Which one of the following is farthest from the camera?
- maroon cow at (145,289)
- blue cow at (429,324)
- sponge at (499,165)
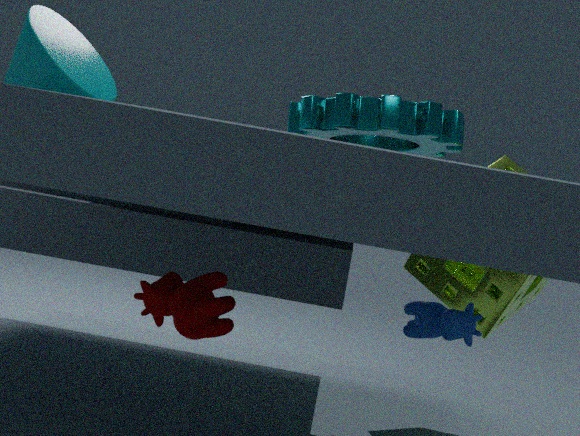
sponge at (499,165)
